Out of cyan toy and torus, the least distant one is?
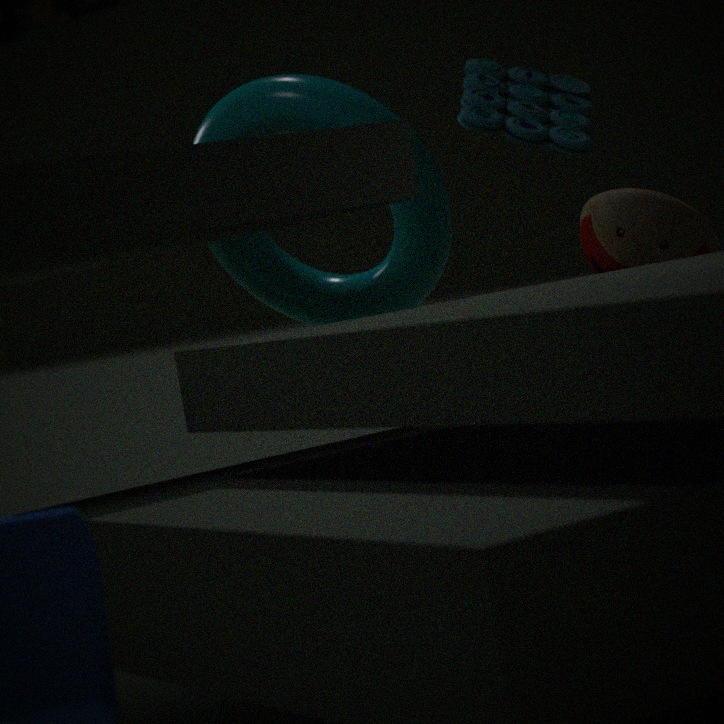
torus
